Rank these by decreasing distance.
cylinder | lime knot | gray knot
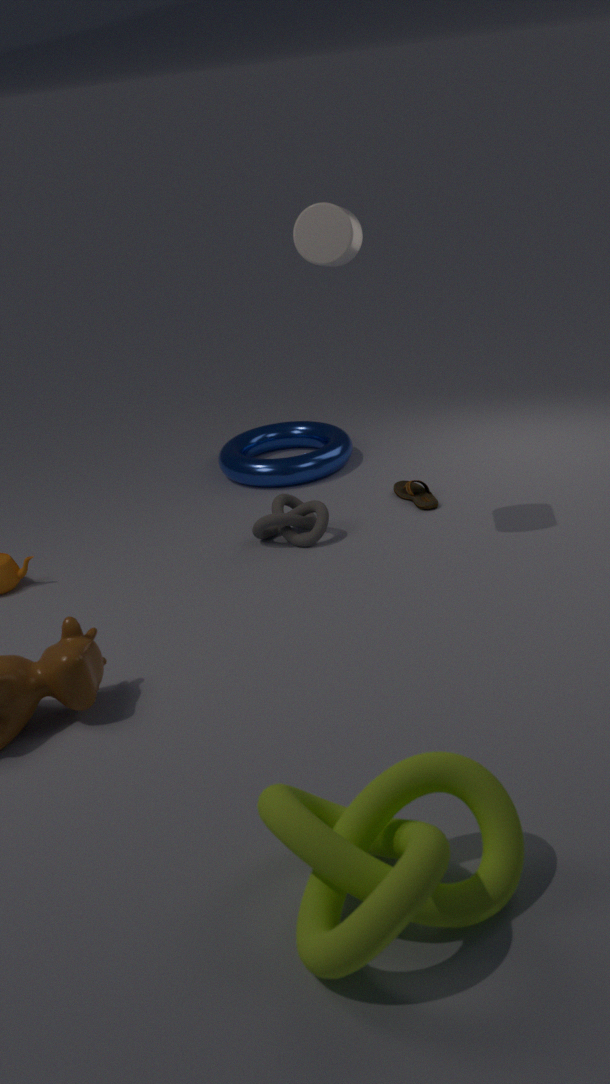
gray knot < cylinder < lime knot
